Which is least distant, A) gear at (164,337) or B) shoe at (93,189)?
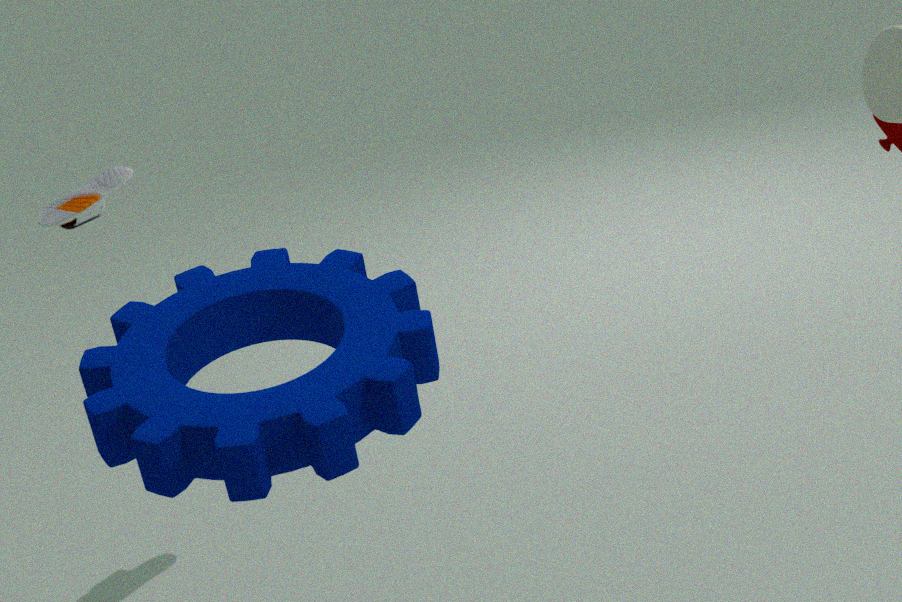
A. gear at (164,337)
